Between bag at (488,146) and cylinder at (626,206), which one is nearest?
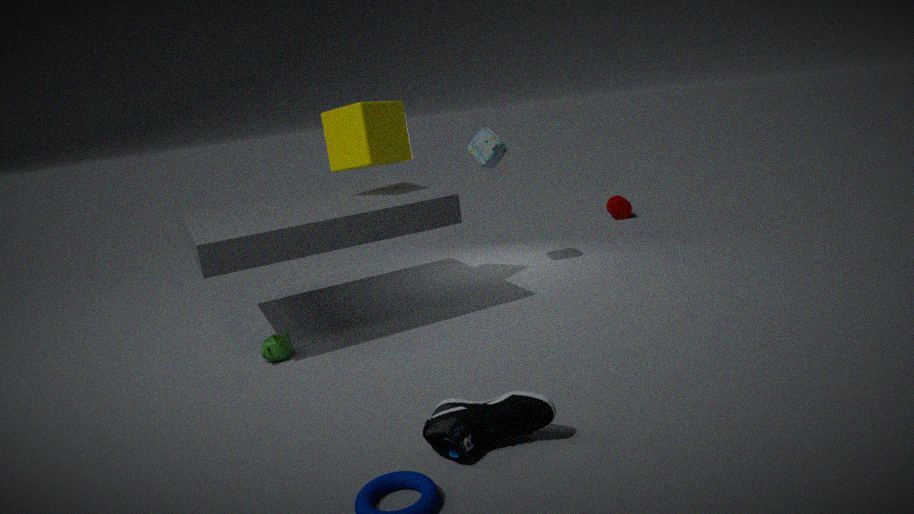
bag at (488,146)
